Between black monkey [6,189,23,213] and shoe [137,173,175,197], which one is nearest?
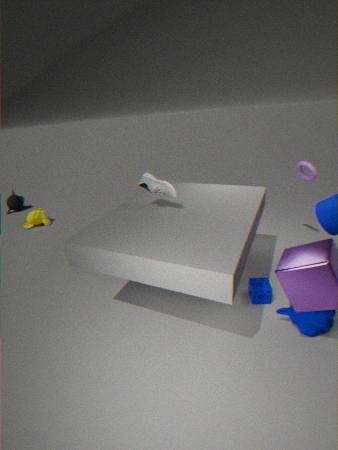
shoe [137,173,175,197]
